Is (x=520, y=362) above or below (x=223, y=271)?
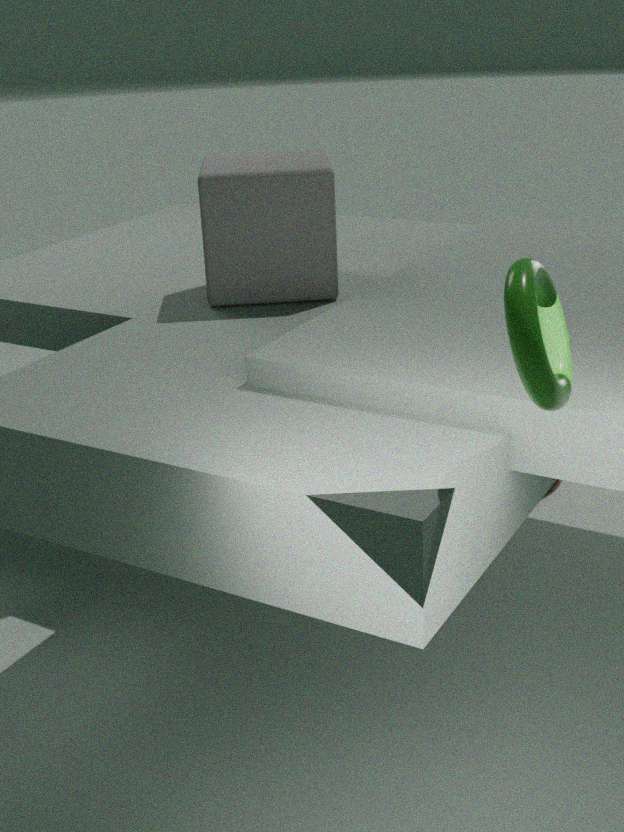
above
